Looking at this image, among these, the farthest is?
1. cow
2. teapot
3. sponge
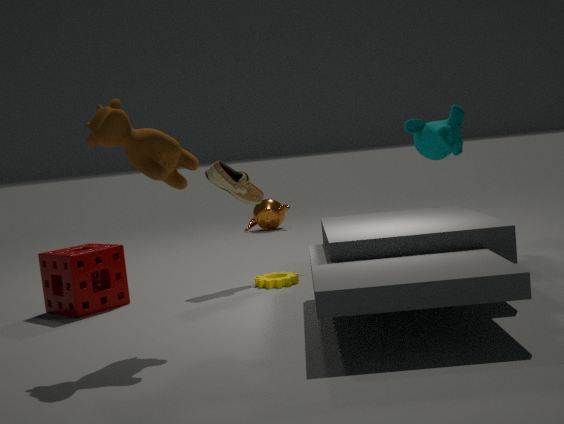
teapot
